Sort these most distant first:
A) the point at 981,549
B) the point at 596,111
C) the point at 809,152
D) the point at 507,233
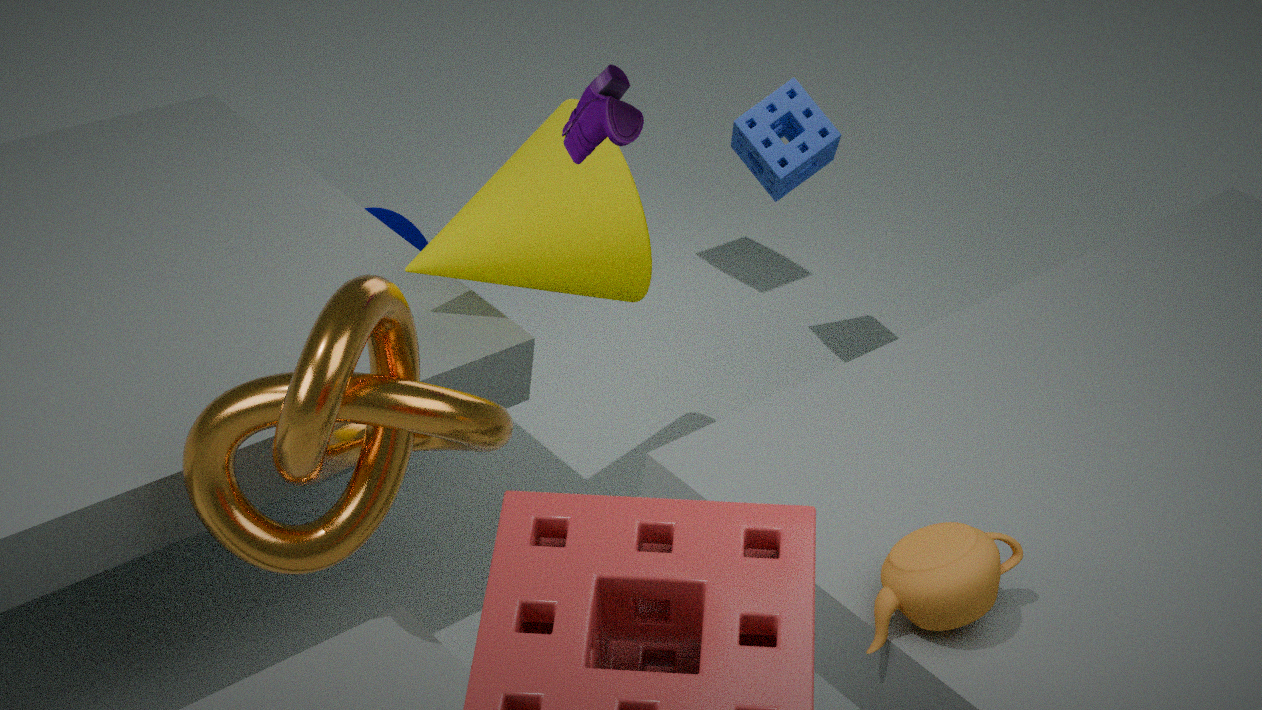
the point at 809,152
the point at 507,233
the point at 596,111
the point at 981,549
